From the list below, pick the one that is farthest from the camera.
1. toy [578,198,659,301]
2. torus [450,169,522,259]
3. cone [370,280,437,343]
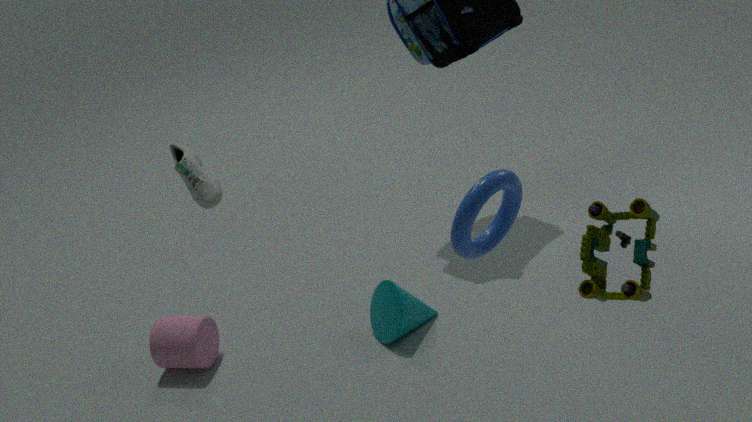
cone [370,280,437,343]
